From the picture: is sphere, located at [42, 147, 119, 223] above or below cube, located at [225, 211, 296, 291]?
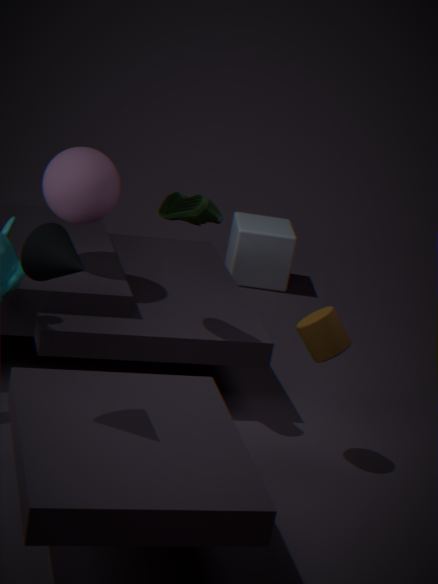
above
